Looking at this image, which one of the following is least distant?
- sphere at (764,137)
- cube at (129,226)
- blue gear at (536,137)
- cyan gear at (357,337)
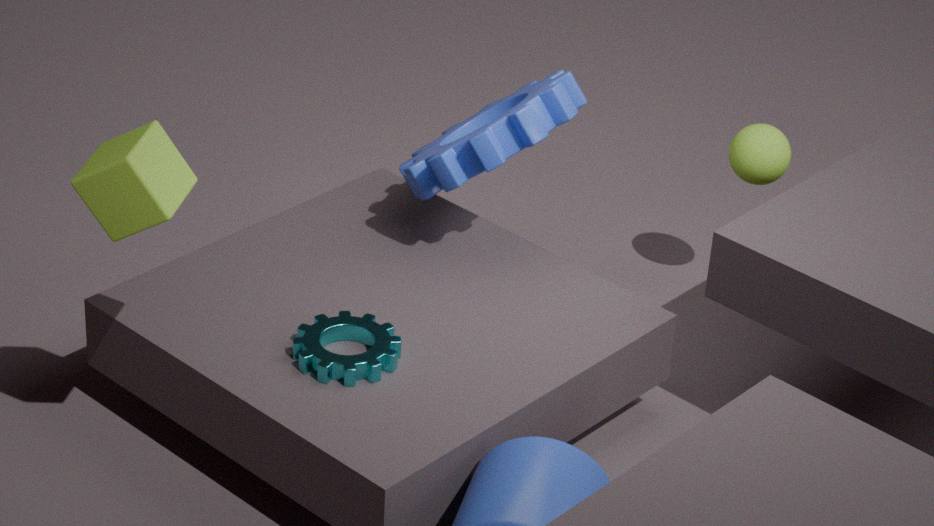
cube at (129,226)
